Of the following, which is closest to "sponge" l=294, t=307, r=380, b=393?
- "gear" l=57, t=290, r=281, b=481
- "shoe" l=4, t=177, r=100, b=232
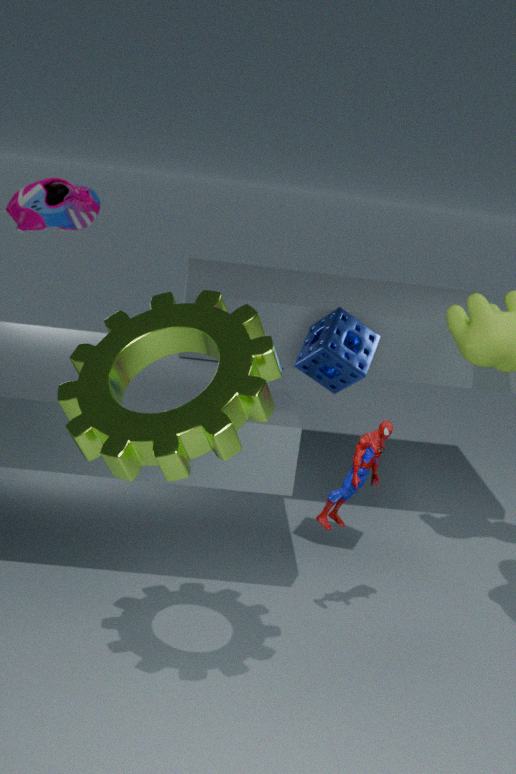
"gear" l=57, t=290, r=281, b=481
